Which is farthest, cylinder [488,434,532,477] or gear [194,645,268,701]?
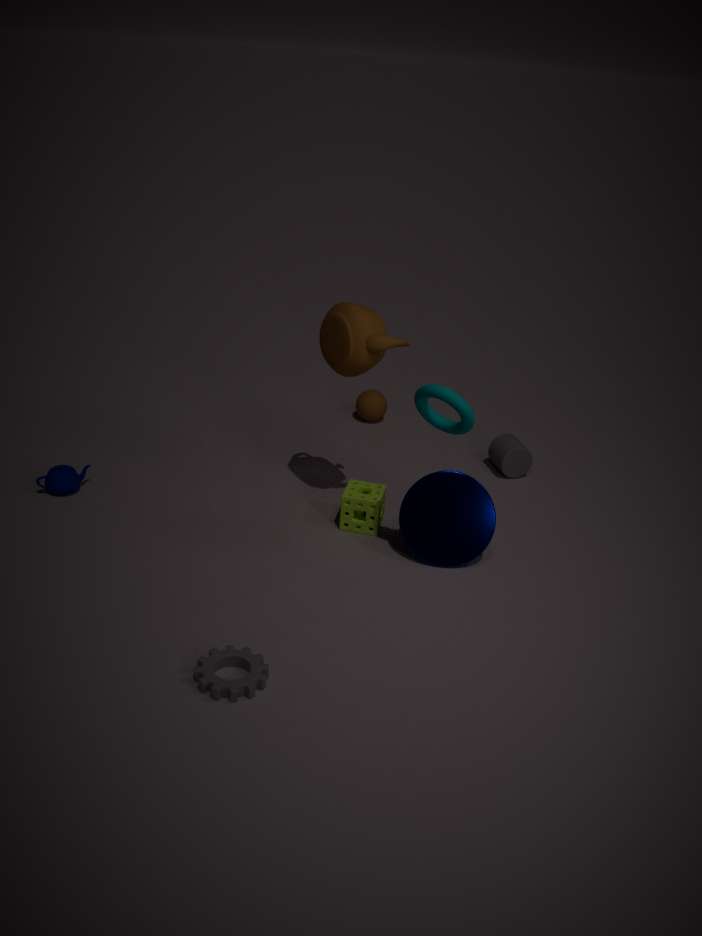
cylinder [488,434,532,477]
